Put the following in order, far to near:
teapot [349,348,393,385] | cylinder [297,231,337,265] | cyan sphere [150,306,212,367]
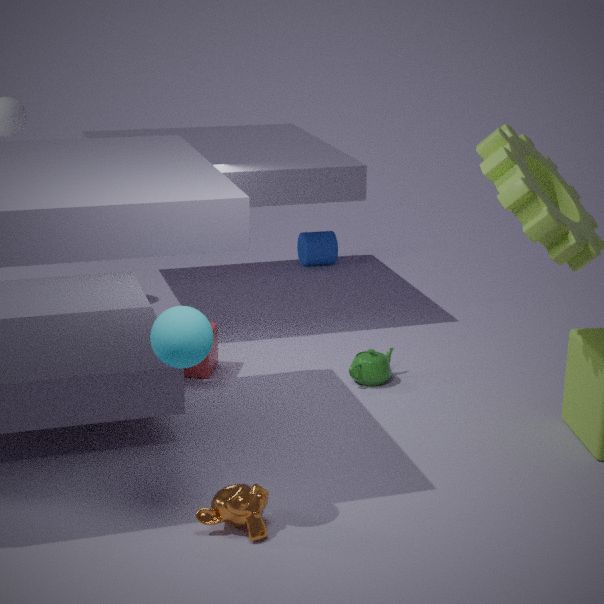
cylinder [297,231,337,265] → teapot [349,348,393,385] → cyan sphere [150,306,212,367]
